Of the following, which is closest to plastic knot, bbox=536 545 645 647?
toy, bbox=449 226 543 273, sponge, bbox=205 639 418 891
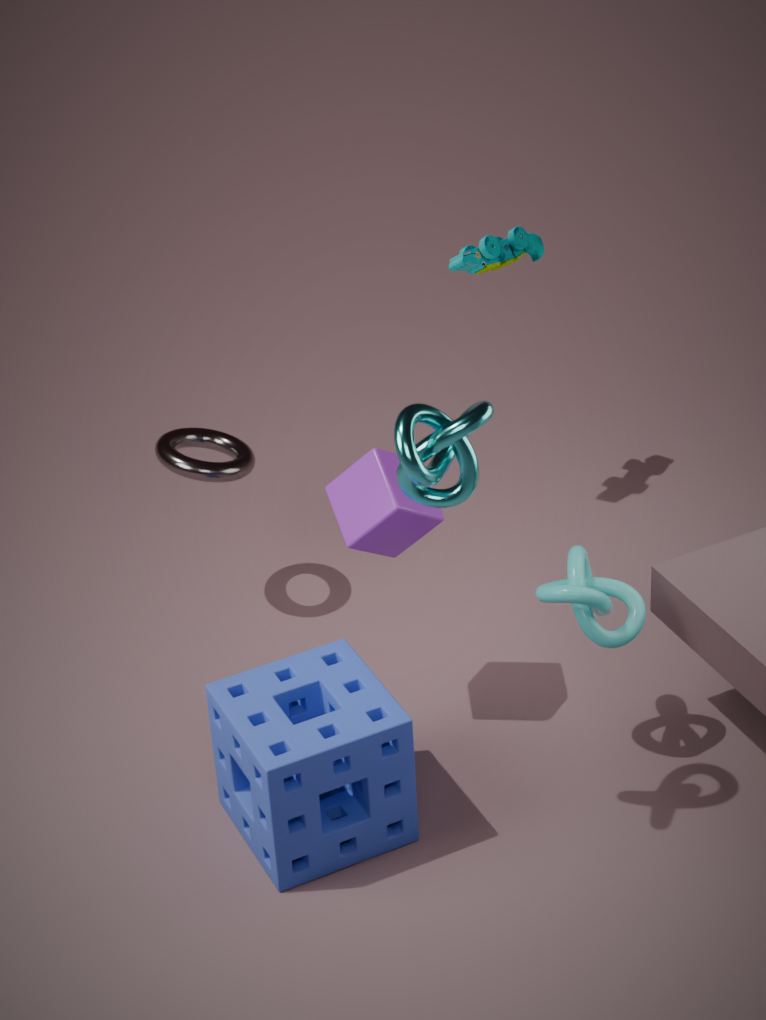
sponge, bbox=205 639 418 891
